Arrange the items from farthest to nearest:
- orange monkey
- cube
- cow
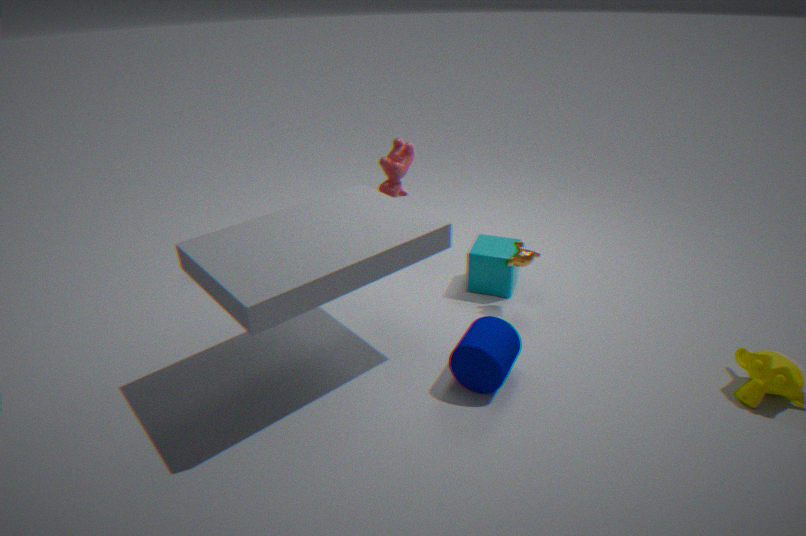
1. cow
2. cube
3. orange monkey
